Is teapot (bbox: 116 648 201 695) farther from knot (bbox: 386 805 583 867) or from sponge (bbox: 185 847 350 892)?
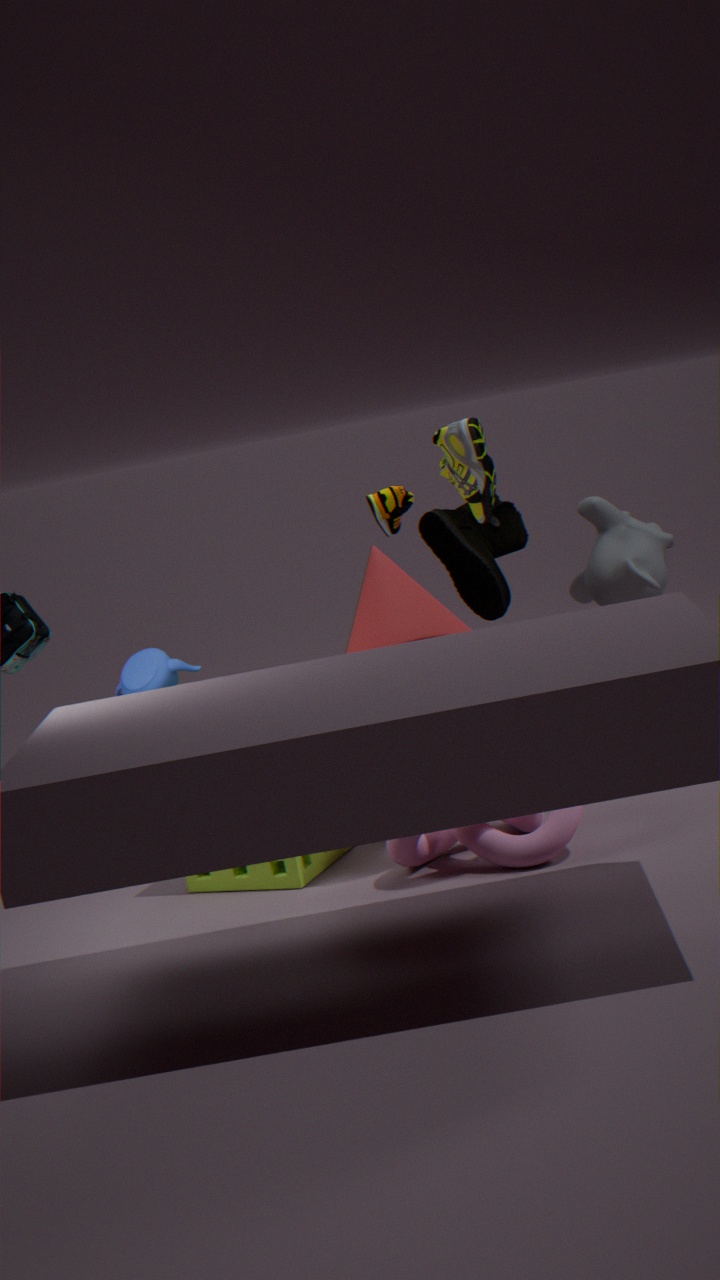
knot (bbox: 386 805 583 867)
